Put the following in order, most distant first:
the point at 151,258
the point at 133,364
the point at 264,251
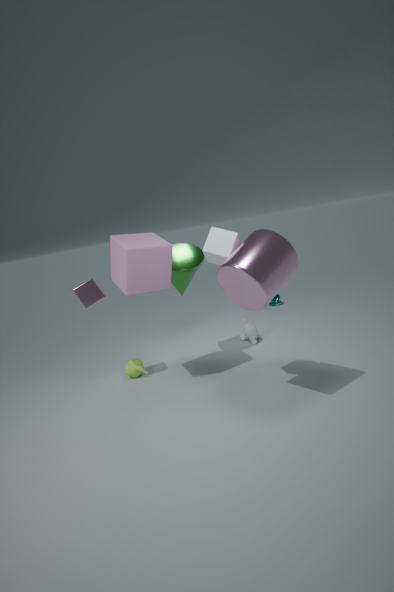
1. the point at 133,364
2. the point at 151,258
3. the point at 264,251
